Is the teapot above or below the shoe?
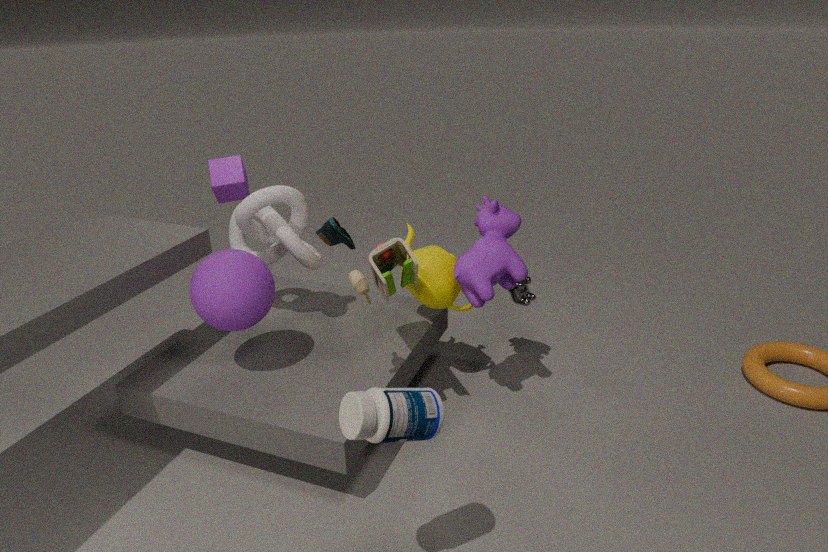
below
